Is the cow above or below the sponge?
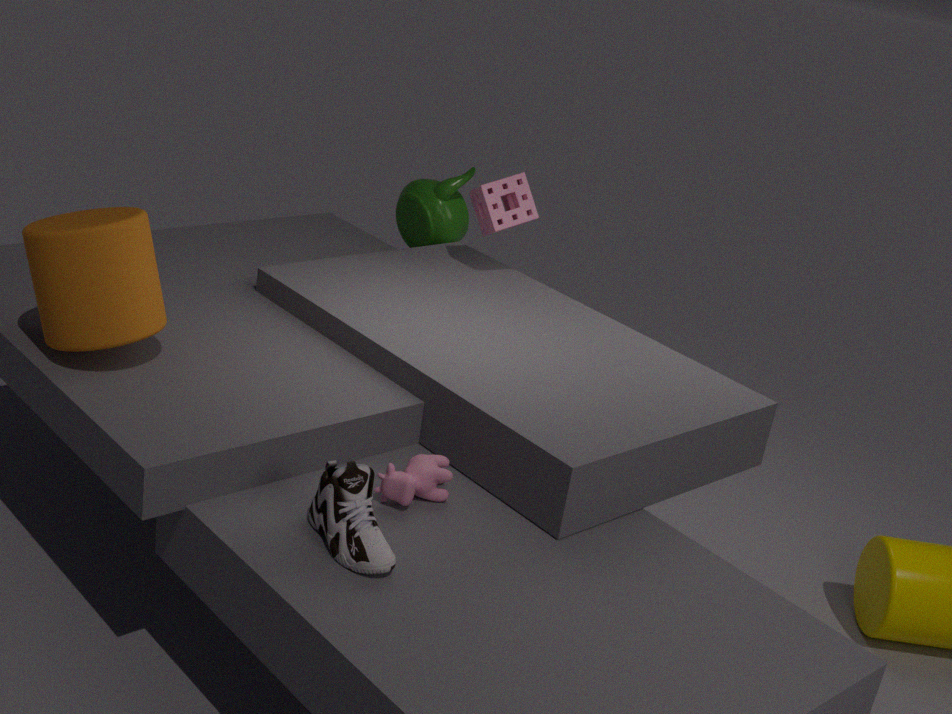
below
